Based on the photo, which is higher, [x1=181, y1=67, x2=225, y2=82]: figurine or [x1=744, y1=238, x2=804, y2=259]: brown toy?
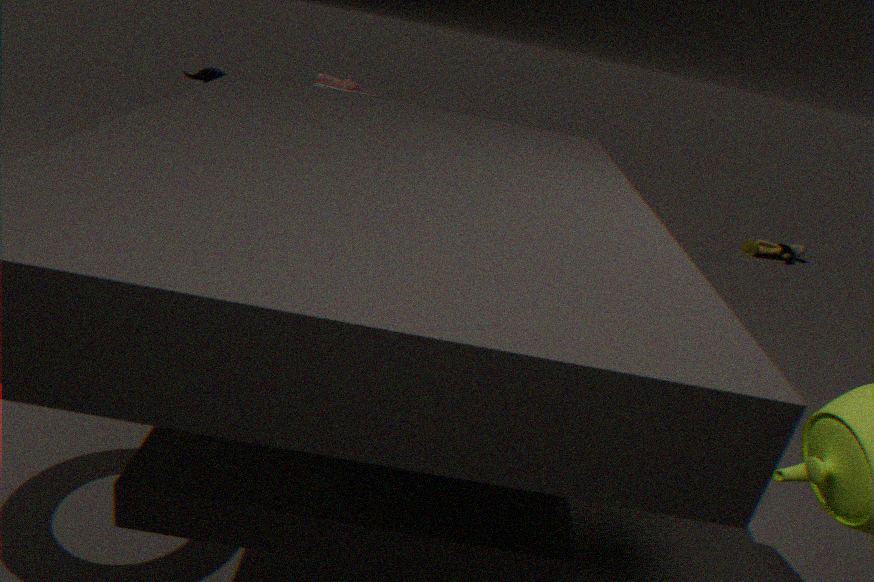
[x1=181, y1=67, x2=225, y2=82]: figurine
